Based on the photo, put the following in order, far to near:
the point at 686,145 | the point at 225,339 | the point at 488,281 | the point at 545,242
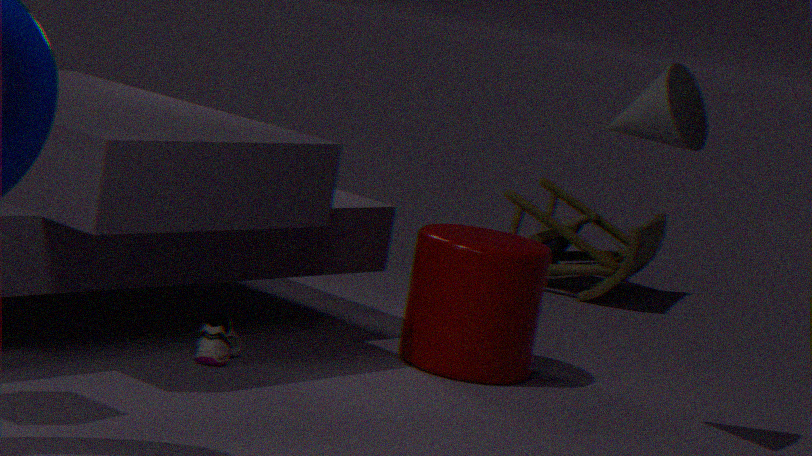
the point at 545,242
the point at 488,281
the point at 225,339
the point at 686,145
